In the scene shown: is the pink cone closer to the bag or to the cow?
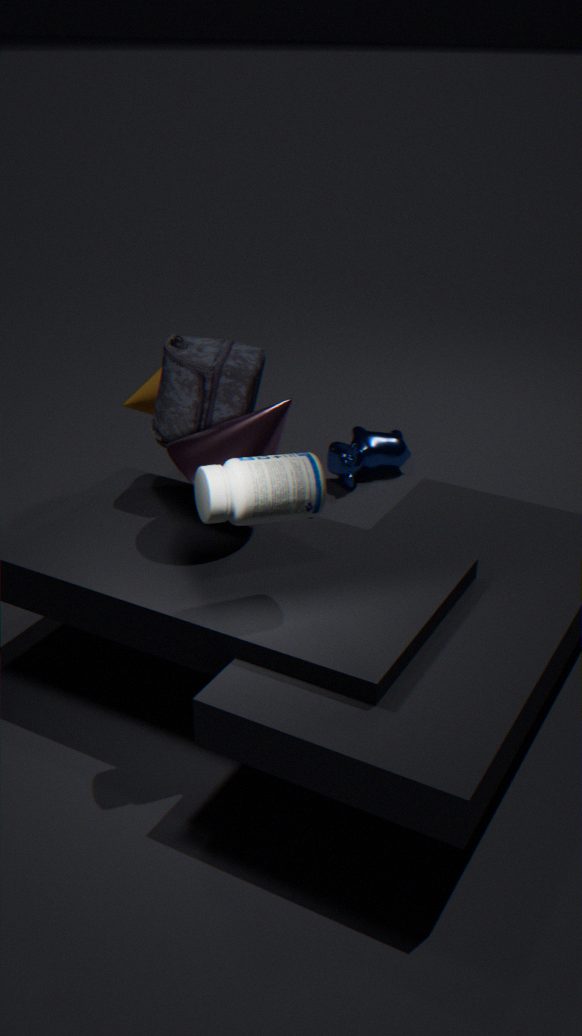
the bag
